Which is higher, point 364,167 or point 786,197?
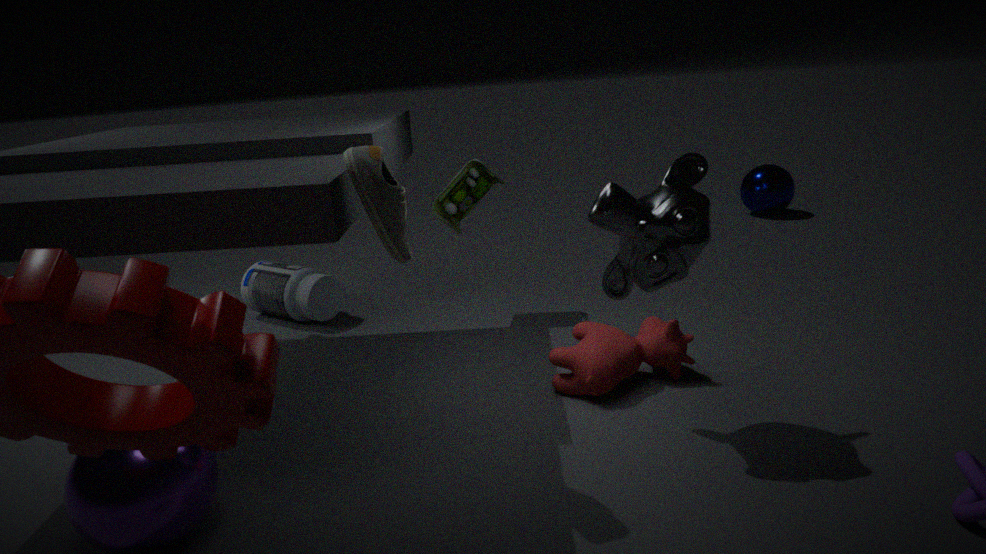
point 364,167
